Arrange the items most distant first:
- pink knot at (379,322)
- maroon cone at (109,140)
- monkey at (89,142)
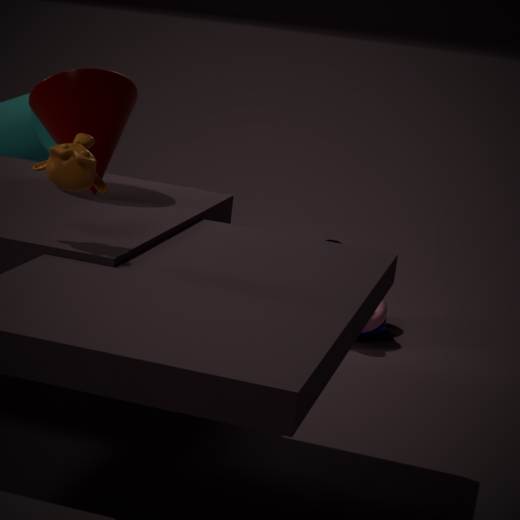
pink knot at (379,322)
maroon cone at (109,140)
monkey at (89,142)
